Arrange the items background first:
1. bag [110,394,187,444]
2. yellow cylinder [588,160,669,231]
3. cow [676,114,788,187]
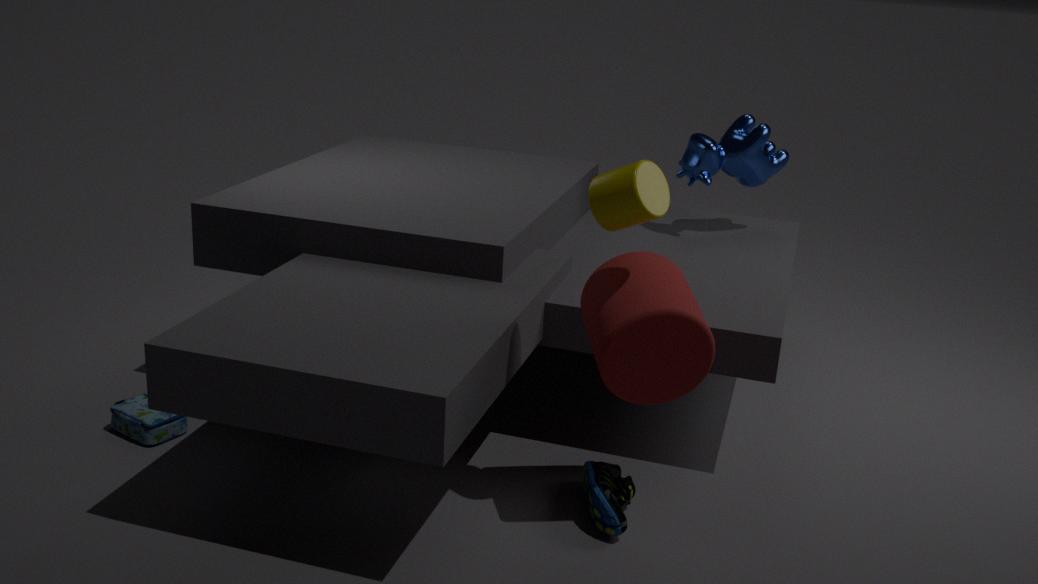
cow [676,114,788,187] < bag [110,394,187,444] < yellow cylinder [588,160,669,231]
